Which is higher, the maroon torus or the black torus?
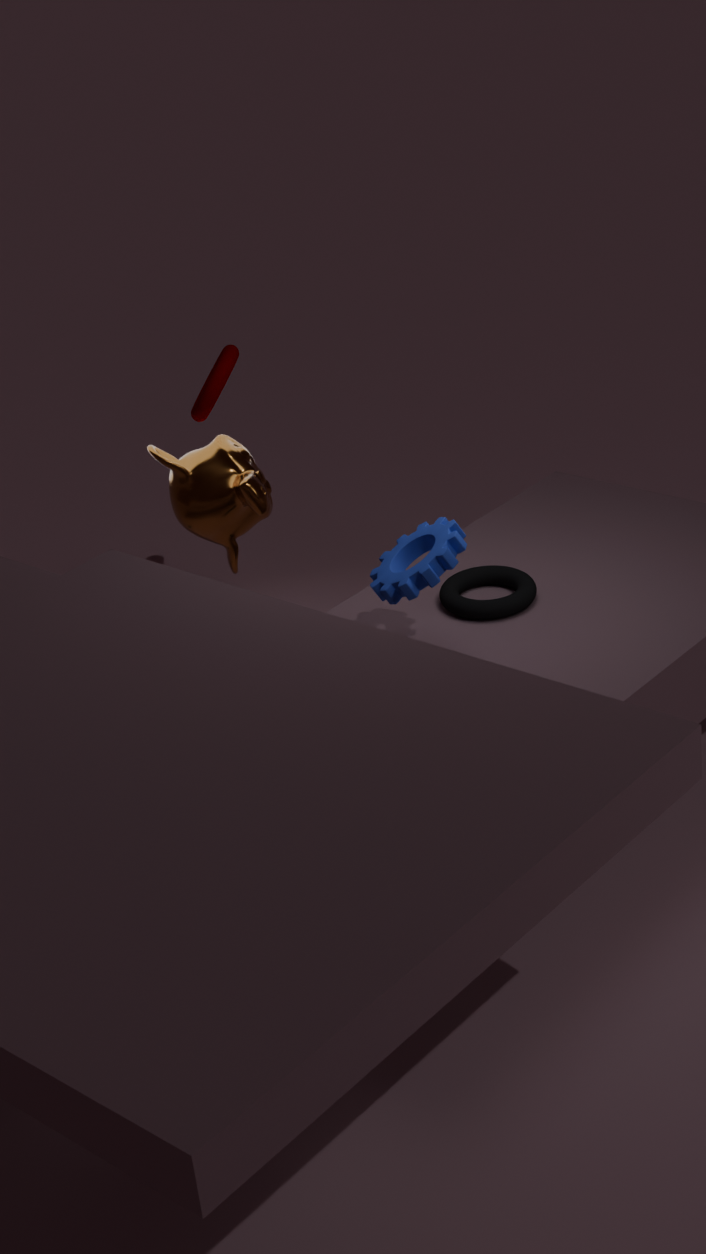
the maroon torus
